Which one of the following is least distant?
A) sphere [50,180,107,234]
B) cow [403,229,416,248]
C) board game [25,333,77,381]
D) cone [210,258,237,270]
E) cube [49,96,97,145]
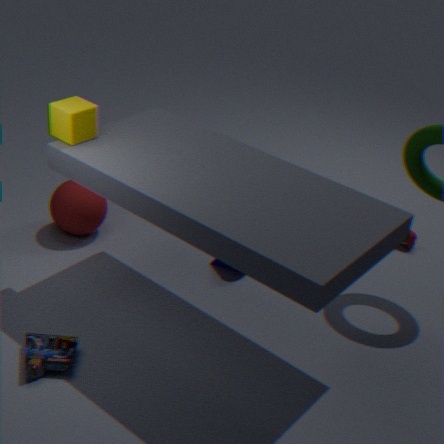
board game [25,333,77,381]
